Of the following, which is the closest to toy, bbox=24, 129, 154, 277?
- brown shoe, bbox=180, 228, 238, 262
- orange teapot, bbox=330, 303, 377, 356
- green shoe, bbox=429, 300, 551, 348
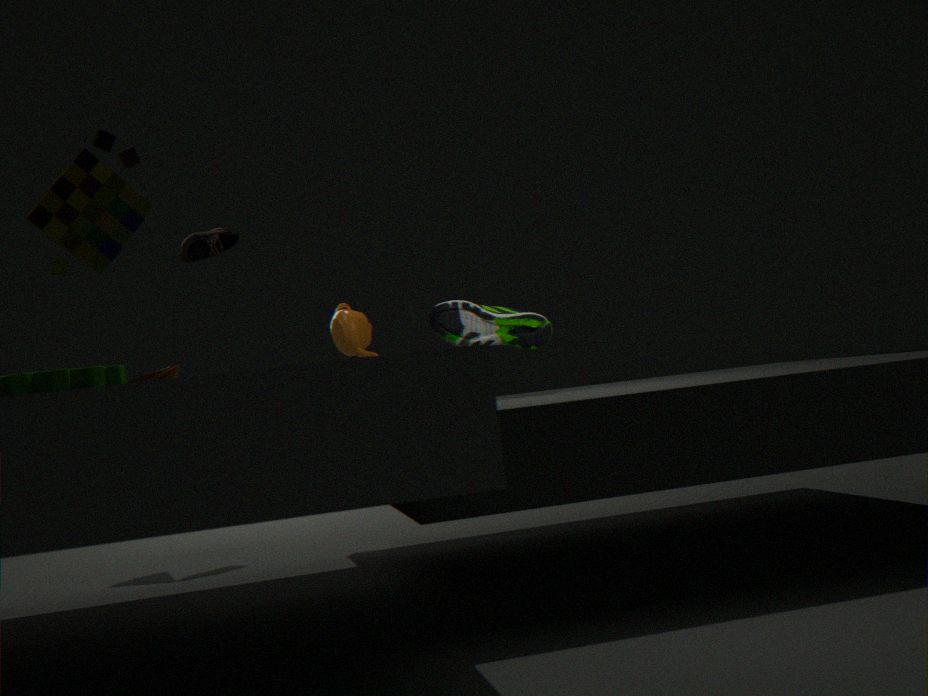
green shoe, bbox=429, 300, 551, 348
